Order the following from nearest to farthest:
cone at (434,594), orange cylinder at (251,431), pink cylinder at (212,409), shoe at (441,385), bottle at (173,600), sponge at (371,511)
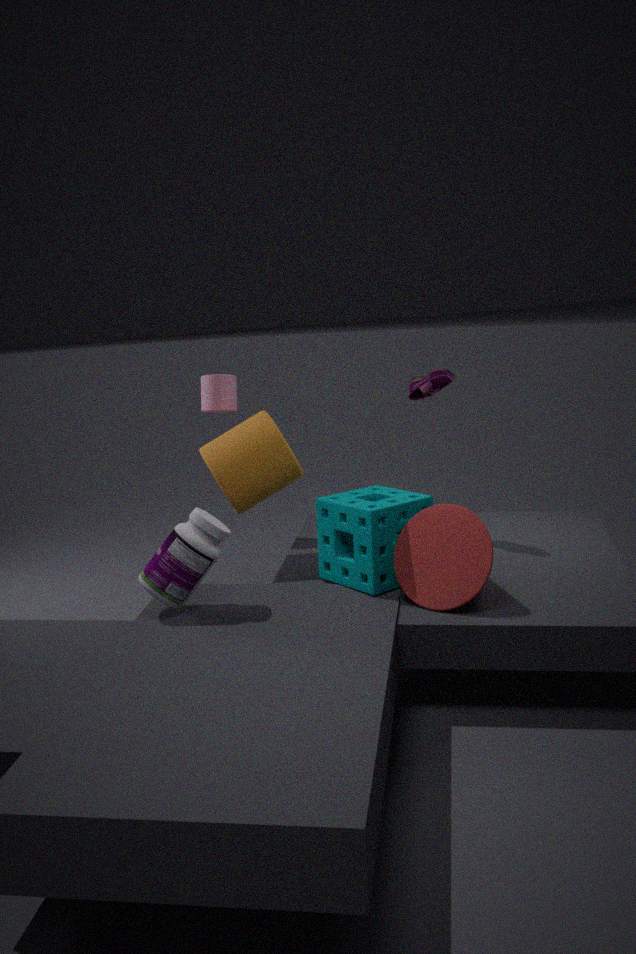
1. cone at (434,594)
2. bottle at (173,600)
3. sponge at (371,511)
4. orange cylinder at (251,431)
5. shoe at (441,385)
6. pink cylinder at (212,409)
